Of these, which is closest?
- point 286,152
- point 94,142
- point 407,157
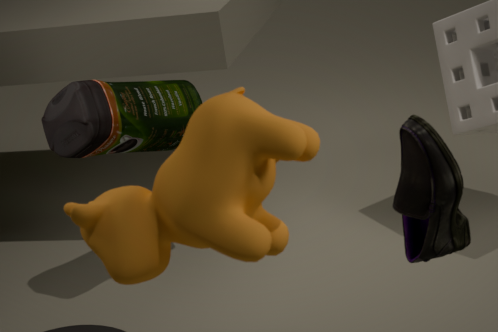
point 286,152
